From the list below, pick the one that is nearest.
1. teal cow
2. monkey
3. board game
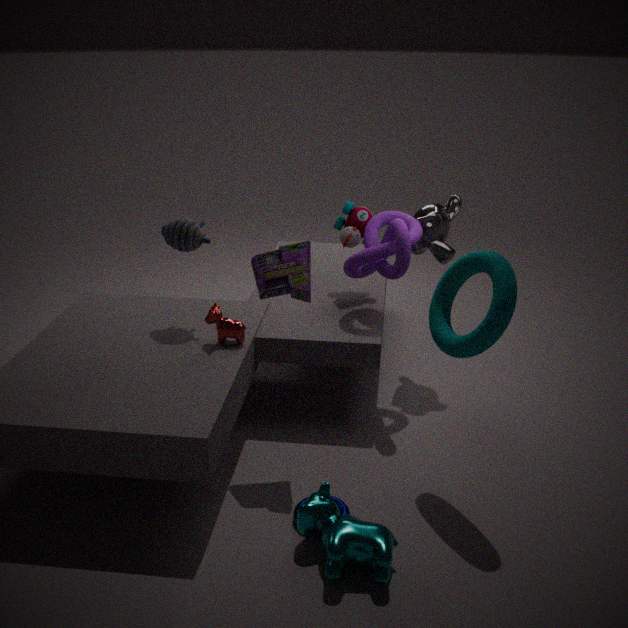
teal cow
